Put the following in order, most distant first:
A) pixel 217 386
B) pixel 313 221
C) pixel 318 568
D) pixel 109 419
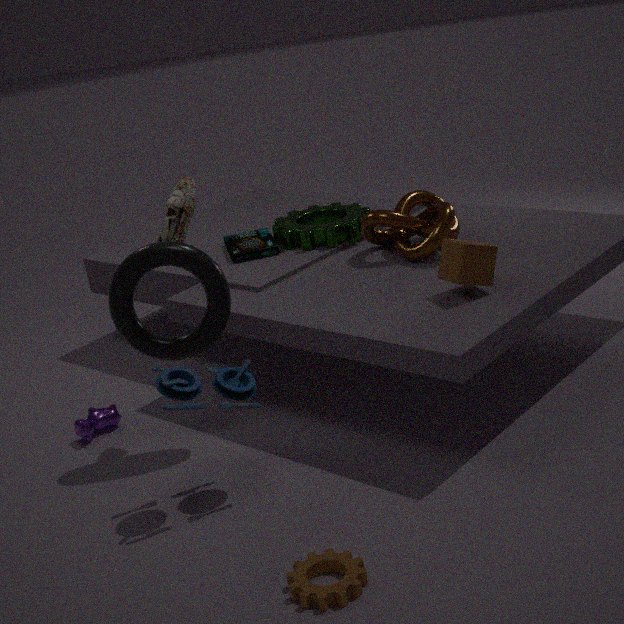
pixel 313 221 → pixel 109 419 → pixel 217 386 → pixel 318 568
